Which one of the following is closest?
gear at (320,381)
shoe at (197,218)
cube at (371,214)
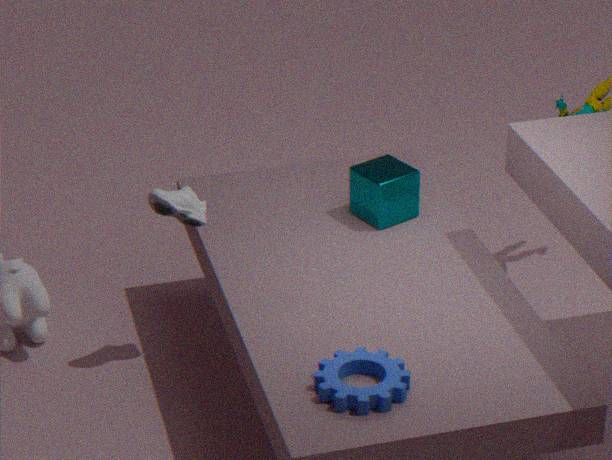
gear at (320,381)
